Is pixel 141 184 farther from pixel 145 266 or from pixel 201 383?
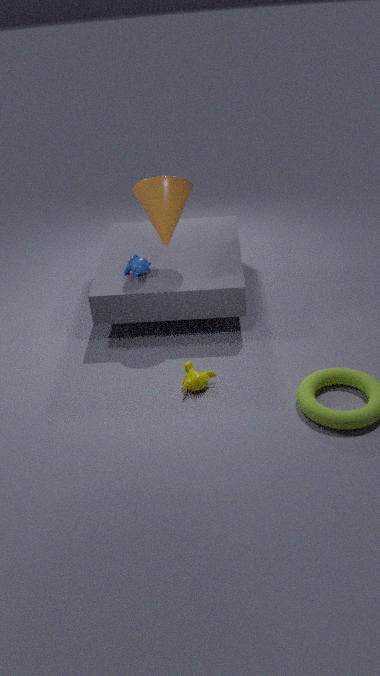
pixel 201 383
